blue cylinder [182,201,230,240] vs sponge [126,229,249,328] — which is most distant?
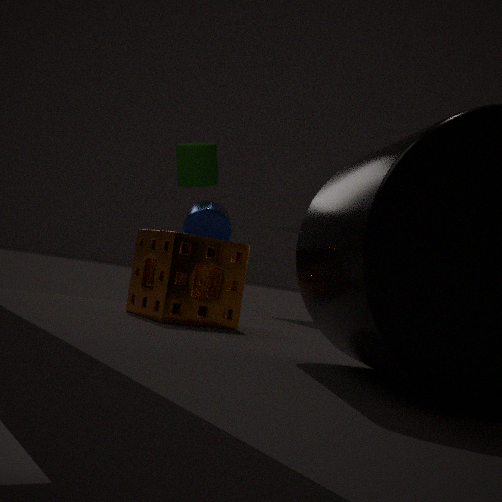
blue cylinder [182,201,230,240]
